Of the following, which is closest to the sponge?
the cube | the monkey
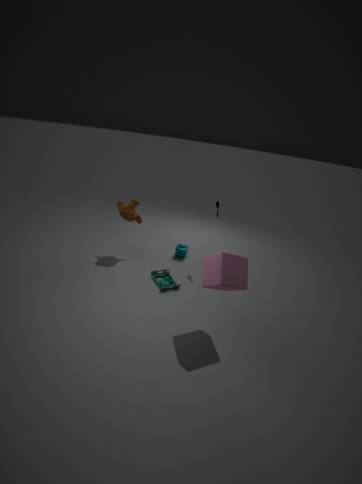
the monkey
